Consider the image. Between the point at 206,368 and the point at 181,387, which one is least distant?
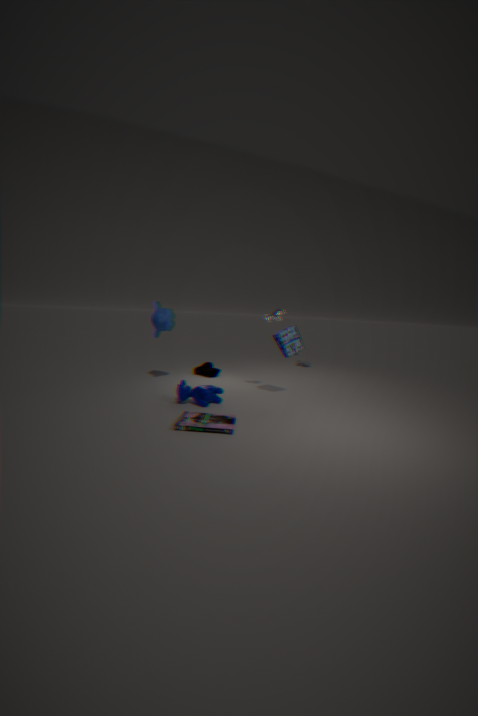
the point at 181,387
